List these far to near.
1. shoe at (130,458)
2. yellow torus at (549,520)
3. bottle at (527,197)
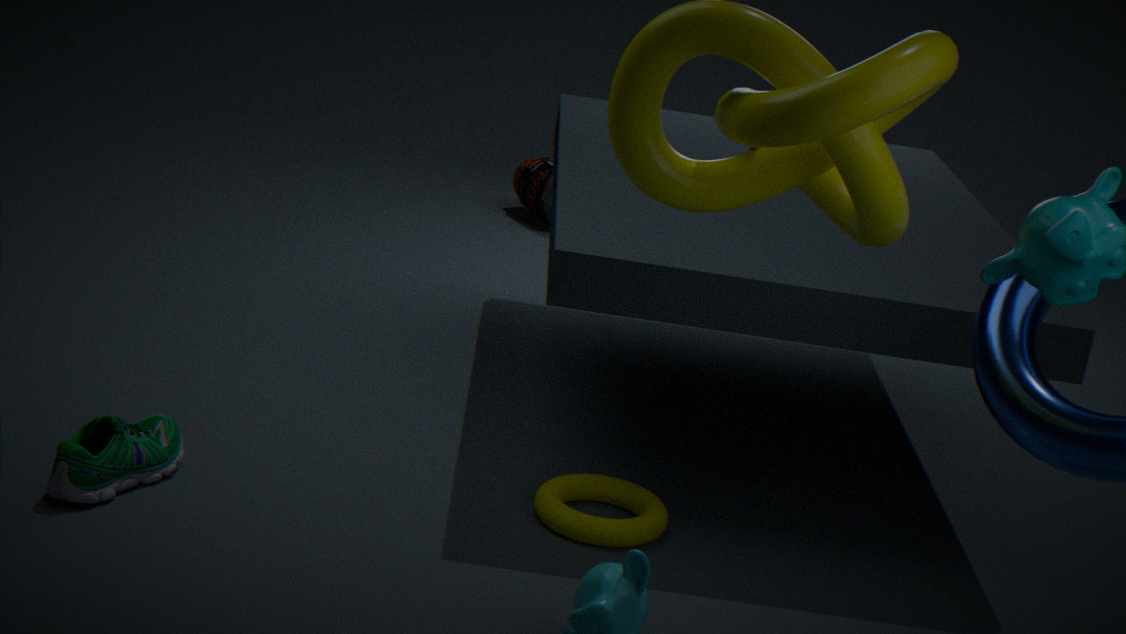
bottle at (527,197) → yellow torus at (549,520) → shoe at (130,458)
